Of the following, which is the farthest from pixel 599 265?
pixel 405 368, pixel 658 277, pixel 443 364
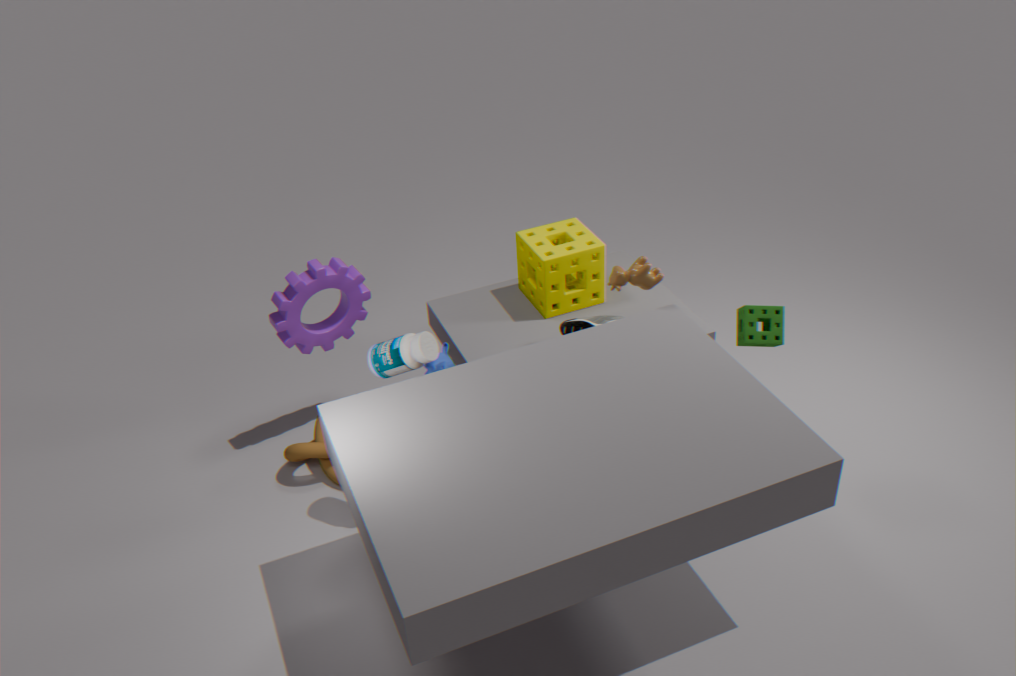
pixel 405 368
